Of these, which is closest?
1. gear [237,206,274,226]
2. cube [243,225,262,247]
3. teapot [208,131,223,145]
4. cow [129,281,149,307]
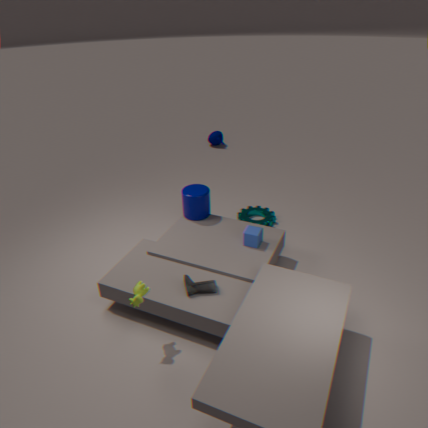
cow [129,281,149,307]
